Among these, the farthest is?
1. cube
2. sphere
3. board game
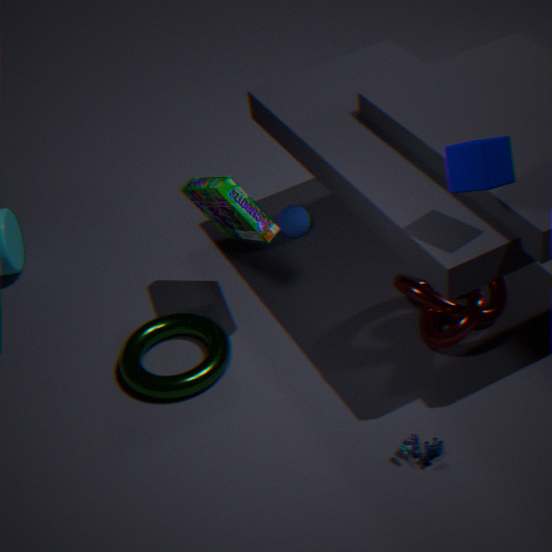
sphere
